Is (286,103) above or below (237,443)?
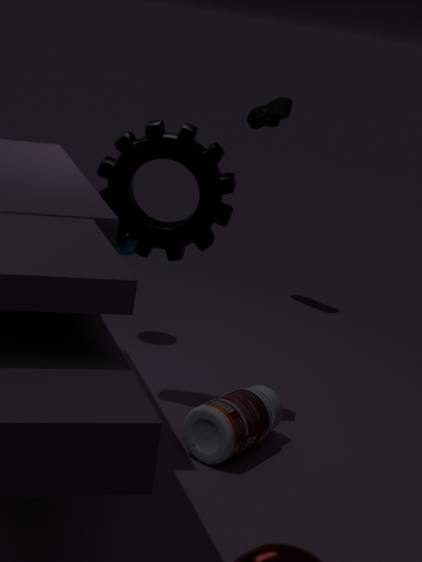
above
